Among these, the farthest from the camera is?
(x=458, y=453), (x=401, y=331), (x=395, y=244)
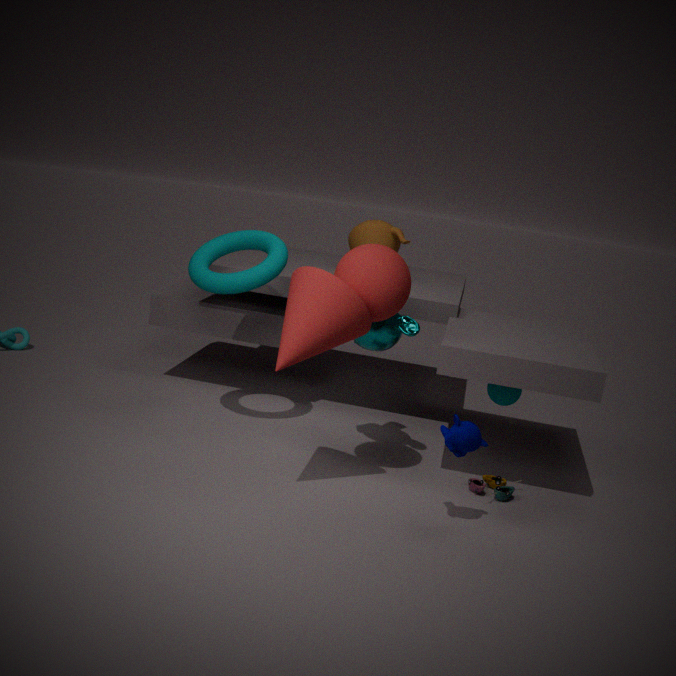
(x=395, y=244)
